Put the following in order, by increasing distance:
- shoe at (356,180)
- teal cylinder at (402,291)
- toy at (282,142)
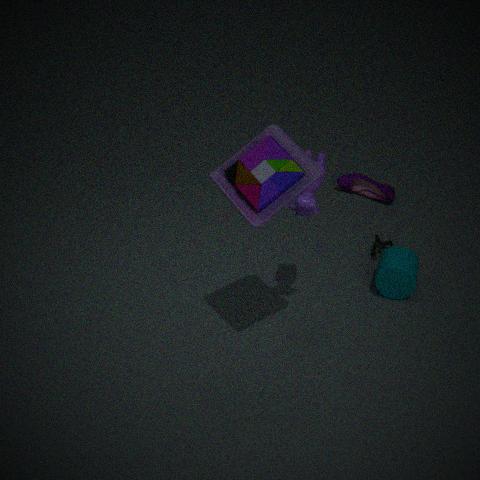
toy at (282,142) < teal cylinder at (402,291) < shoe at (356,180)
